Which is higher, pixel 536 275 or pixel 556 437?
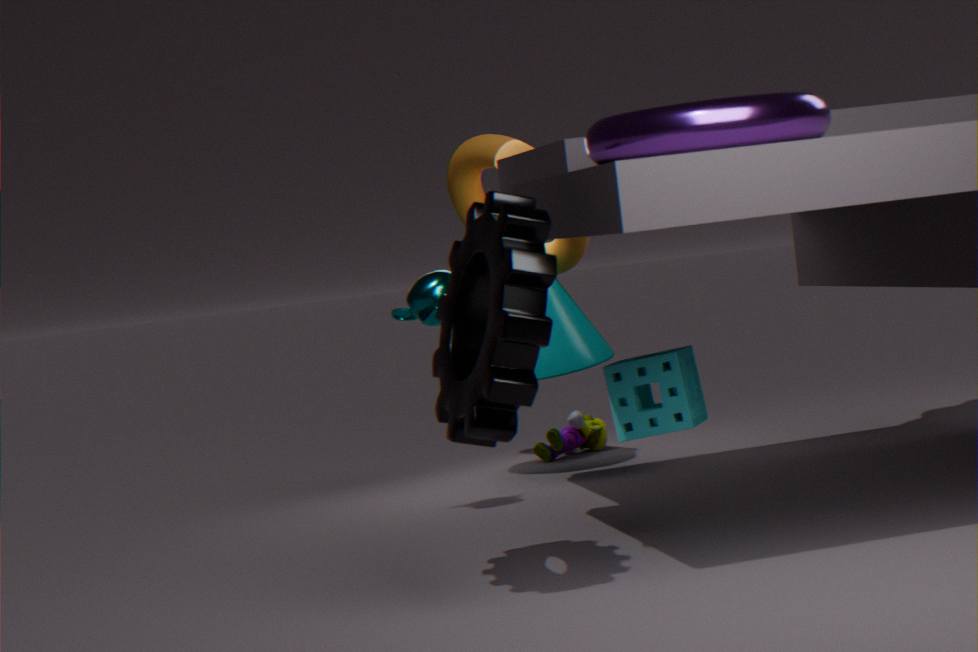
pixel 536 275
